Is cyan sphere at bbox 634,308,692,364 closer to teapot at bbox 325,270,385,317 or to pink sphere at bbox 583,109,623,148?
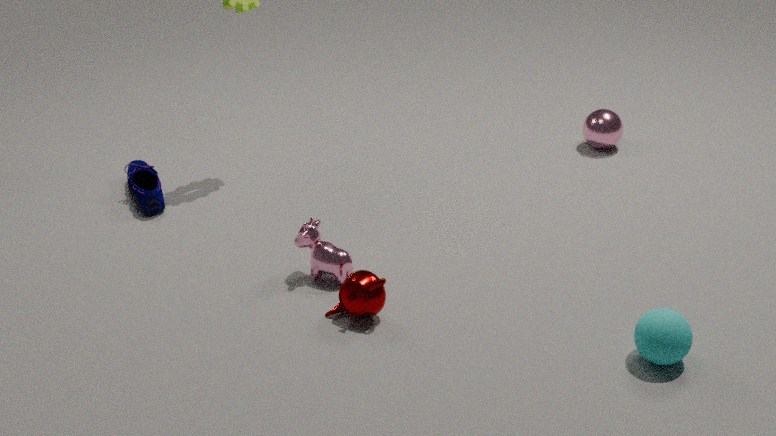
teapot at bbox 325,270,385,317
